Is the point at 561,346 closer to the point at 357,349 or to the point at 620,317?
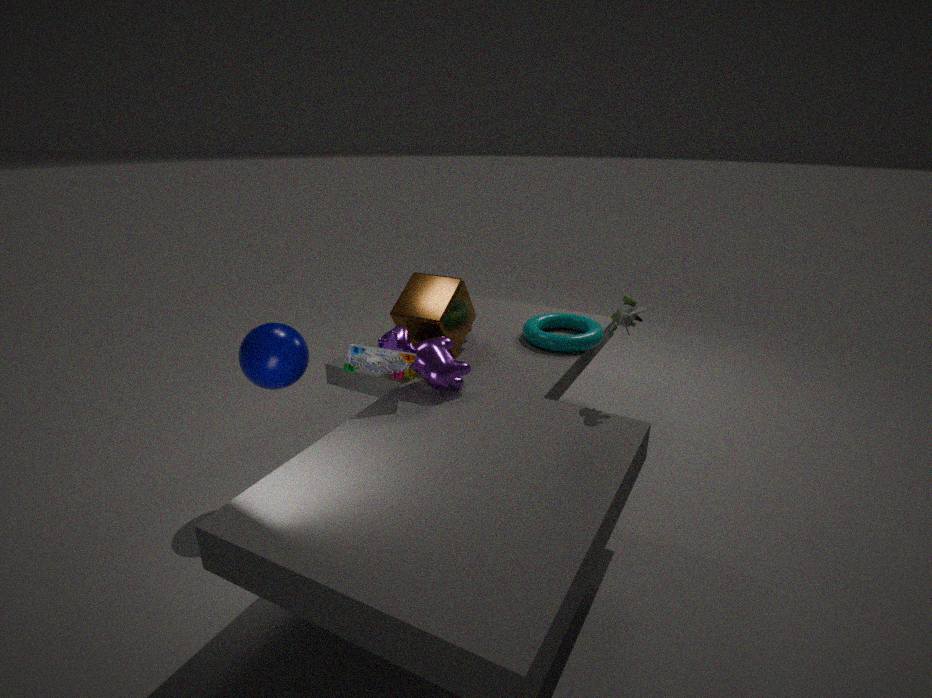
the point at 620,317
